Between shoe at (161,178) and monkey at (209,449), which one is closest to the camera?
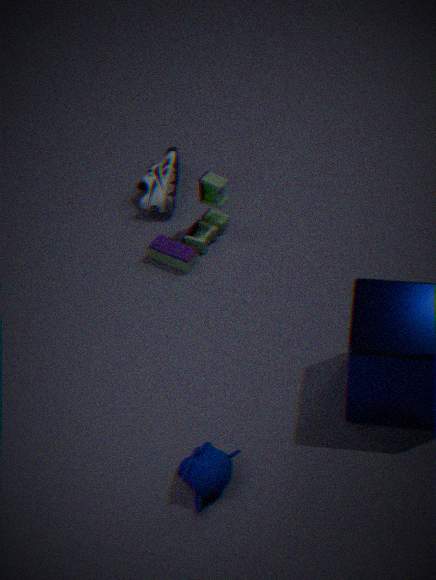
monkey at (209,449)
